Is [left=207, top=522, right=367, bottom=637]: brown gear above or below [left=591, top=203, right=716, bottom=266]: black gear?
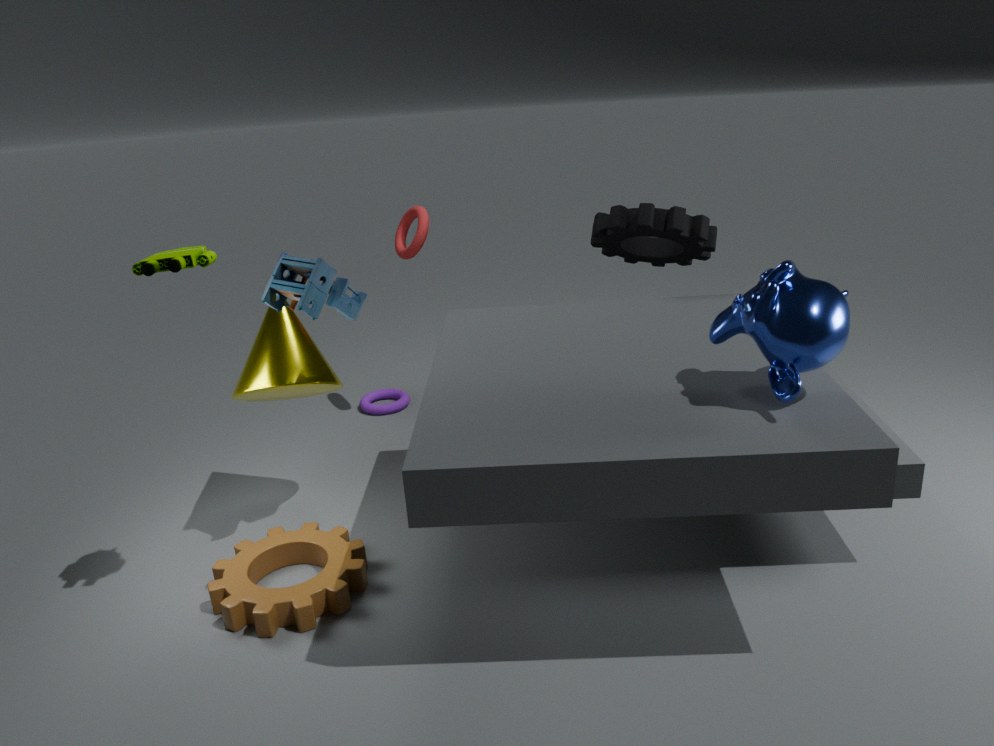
below
